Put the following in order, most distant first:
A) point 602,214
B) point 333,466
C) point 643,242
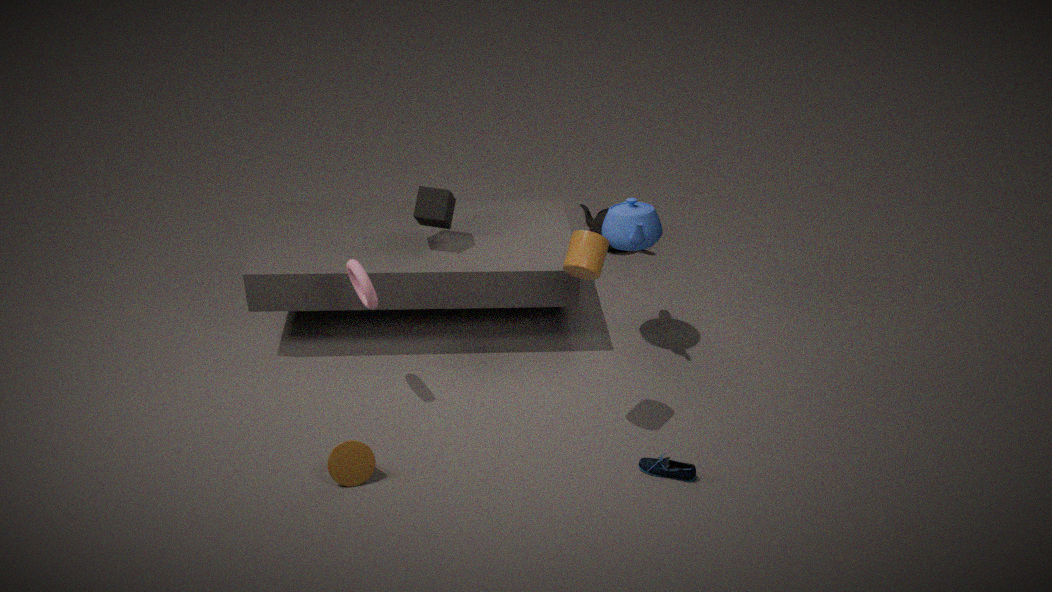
point 602,214 < point 643,242 < point 333,466
